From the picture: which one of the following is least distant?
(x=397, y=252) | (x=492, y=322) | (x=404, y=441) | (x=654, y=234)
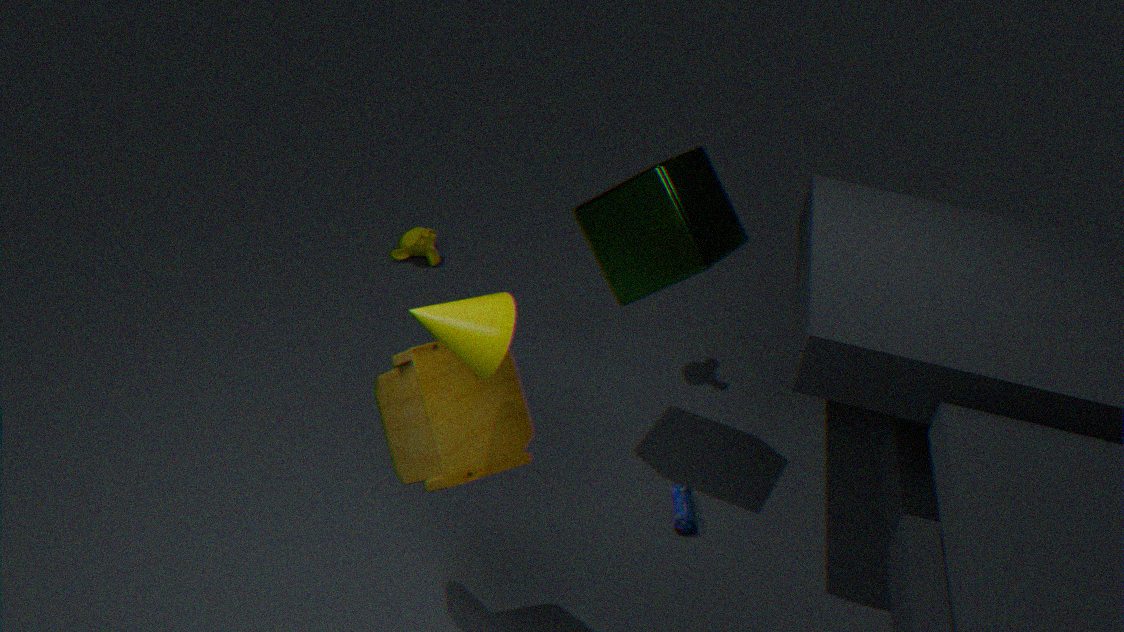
(x=492, y=322)
